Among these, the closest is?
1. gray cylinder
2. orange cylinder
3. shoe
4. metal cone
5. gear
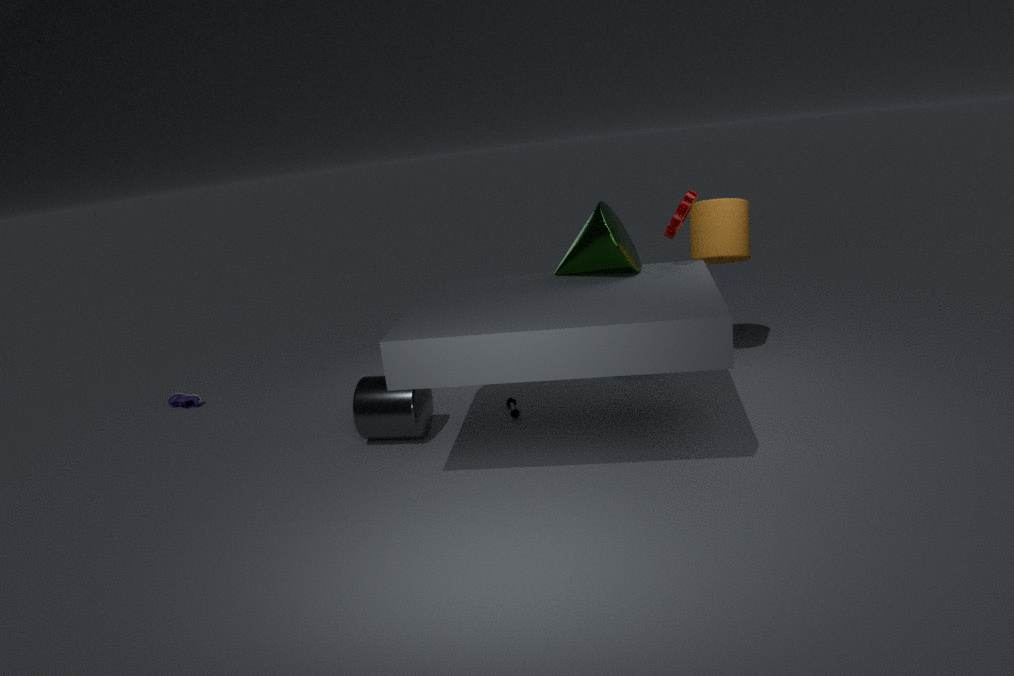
metal cone
